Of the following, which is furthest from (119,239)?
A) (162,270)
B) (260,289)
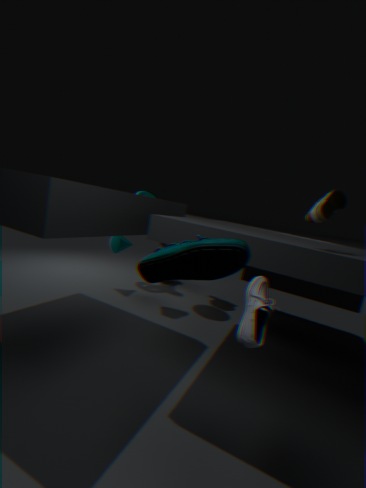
(162,270)
